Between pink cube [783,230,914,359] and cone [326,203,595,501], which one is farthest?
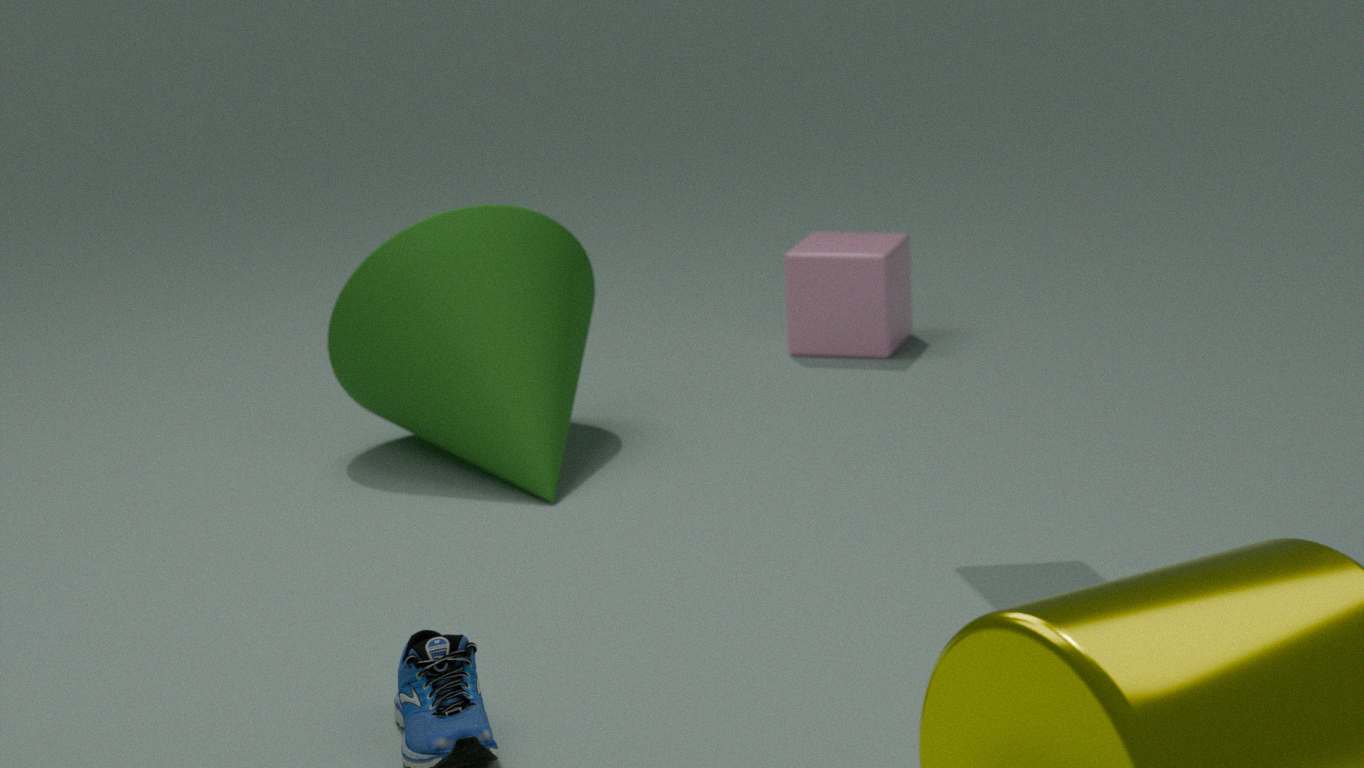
pink cube [783,230,914,359]
